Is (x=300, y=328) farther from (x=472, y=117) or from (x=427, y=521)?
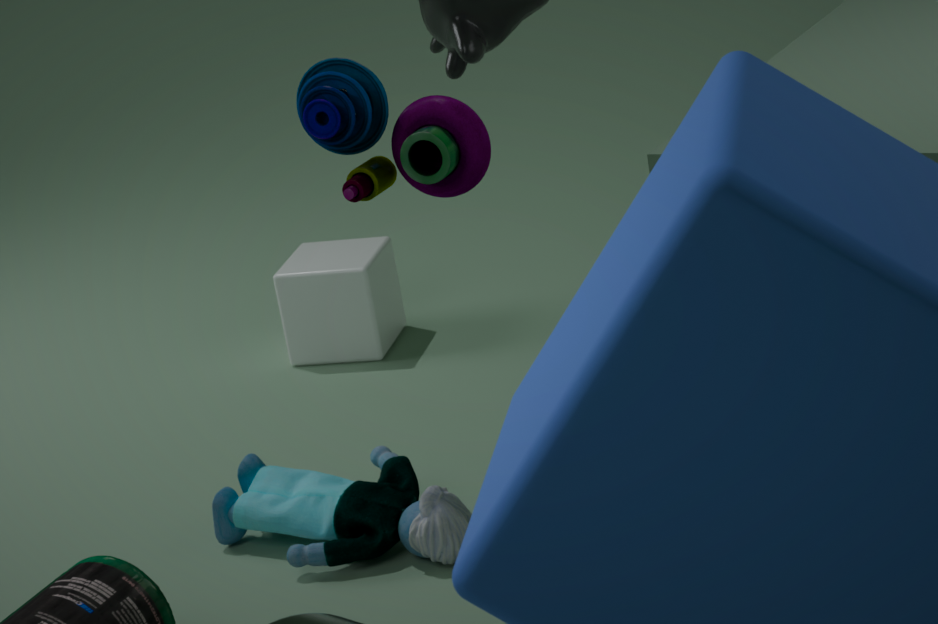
(x=472, y=117)
